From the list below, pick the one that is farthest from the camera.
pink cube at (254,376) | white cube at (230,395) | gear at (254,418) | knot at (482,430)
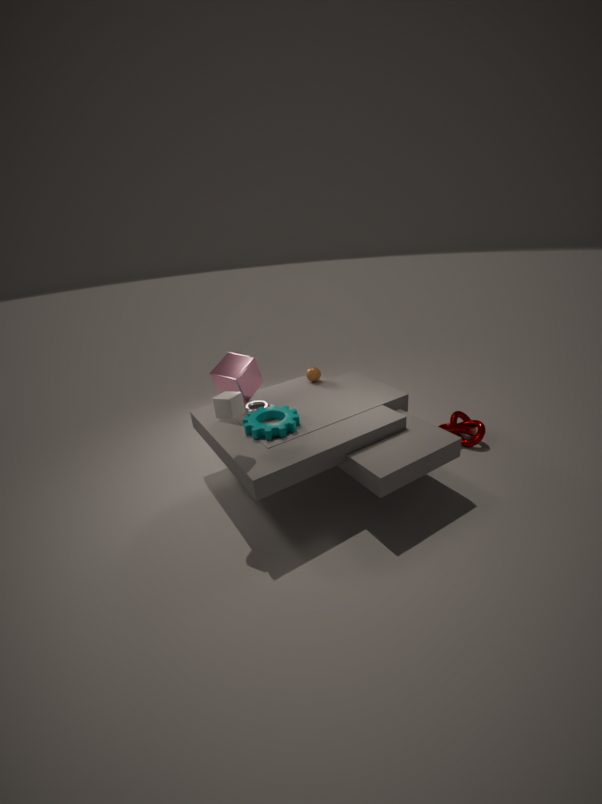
knot at (482,430)
